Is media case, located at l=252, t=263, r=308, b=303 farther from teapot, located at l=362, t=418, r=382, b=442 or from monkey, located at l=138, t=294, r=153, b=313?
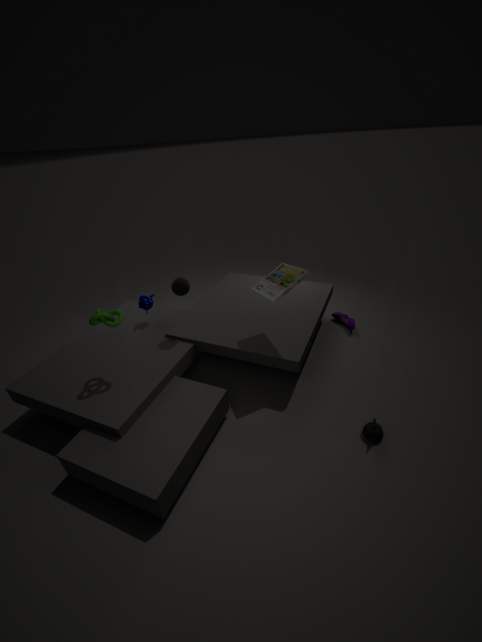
teapot, located at l=362, t=418, r=382, b=442
